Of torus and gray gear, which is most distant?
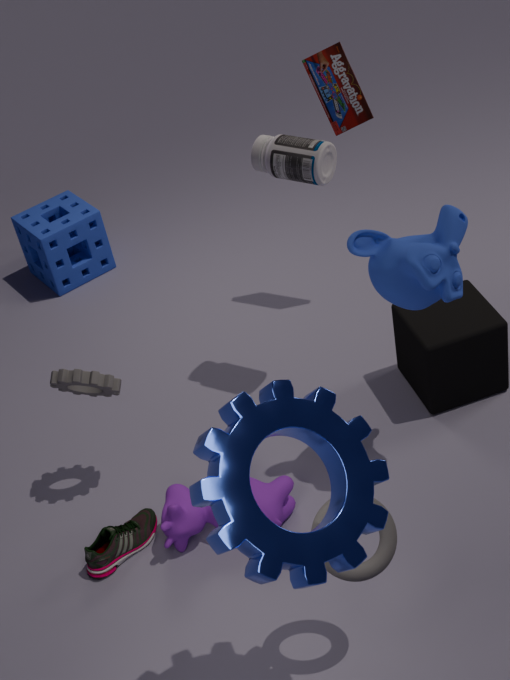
gray gear
